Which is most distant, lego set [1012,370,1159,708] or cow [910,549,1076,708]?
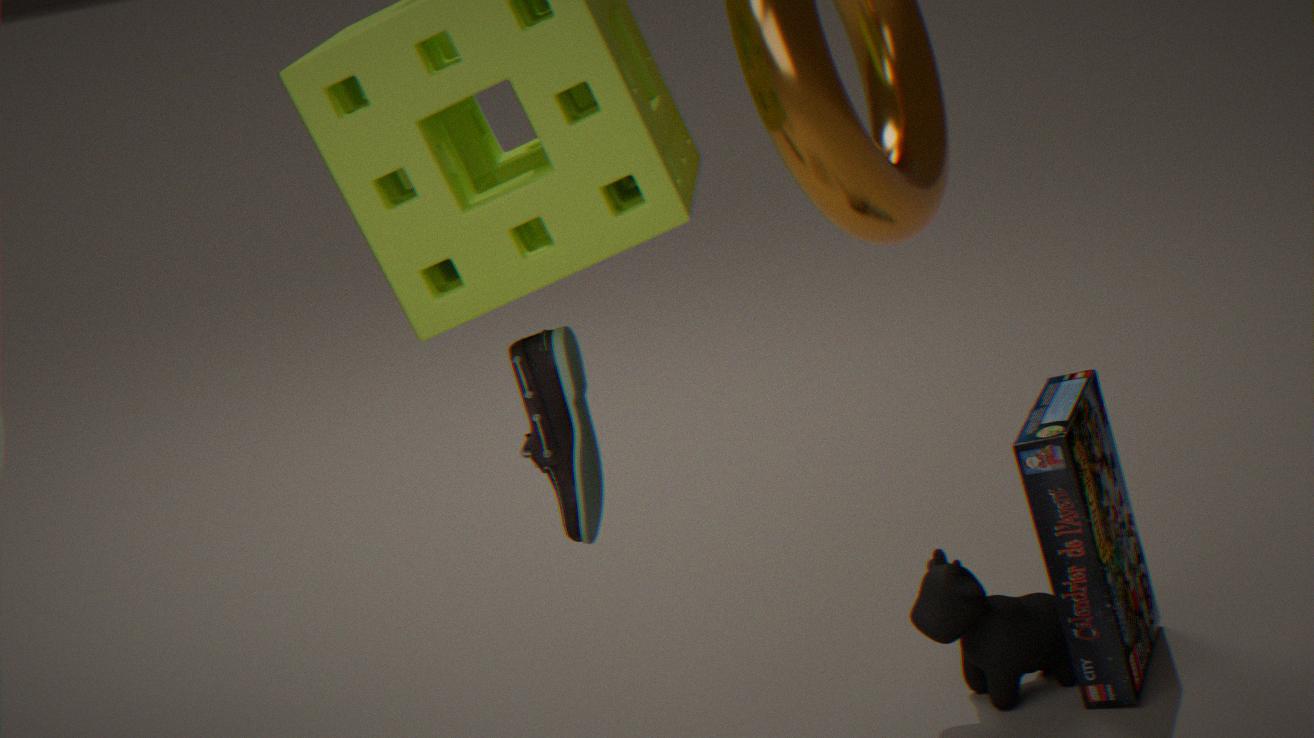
cow [910,549,1076,708]
